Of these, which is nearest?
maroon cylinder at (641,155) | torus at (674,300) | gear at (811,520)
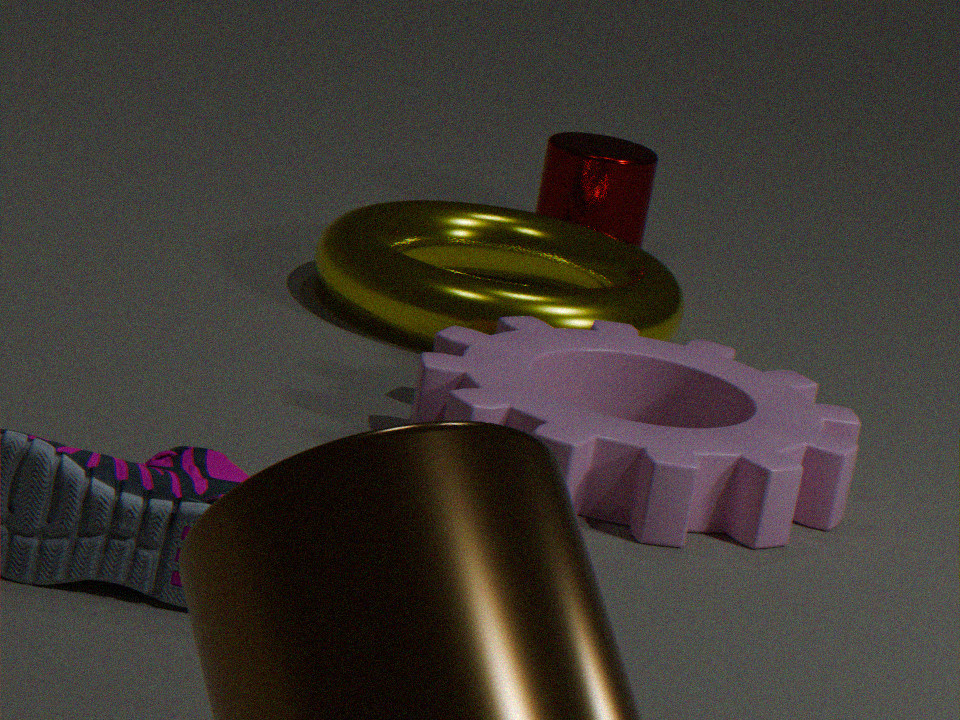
gear at (811,520)
